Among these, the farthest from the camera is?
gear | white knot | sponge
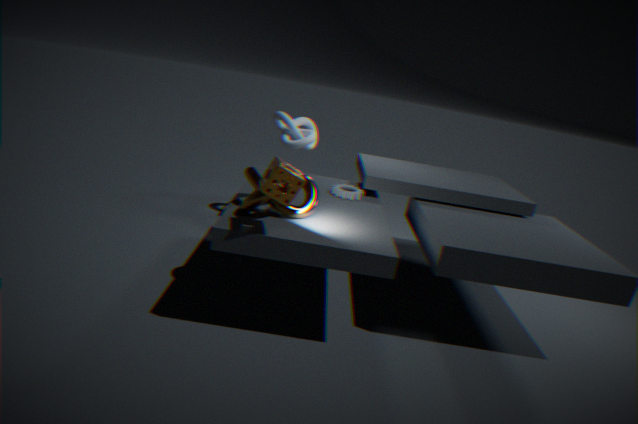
white knot
